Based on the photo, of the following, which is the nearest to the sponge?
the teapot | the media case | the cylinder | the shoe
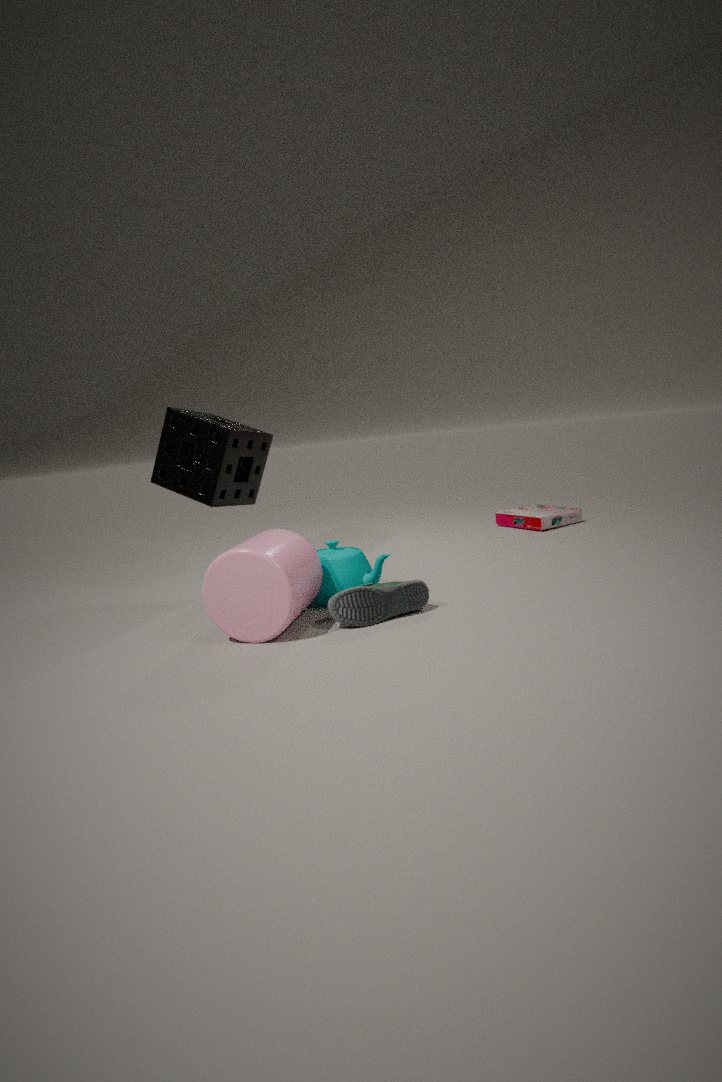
the cylinder
